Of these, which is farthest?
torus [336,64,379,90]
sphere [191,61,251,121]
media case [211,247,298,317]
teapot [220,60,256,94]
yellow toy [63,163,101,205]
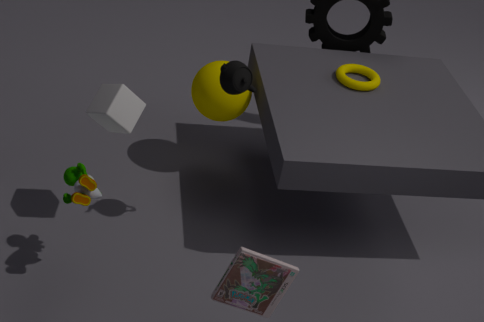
torus [336,64,379,90]
